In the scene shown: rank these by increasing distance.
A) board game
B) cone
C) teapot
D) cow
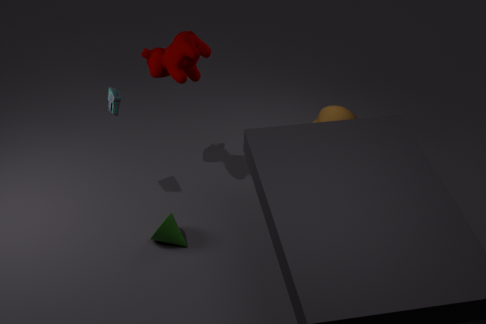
cone < board game < cow < teapot
